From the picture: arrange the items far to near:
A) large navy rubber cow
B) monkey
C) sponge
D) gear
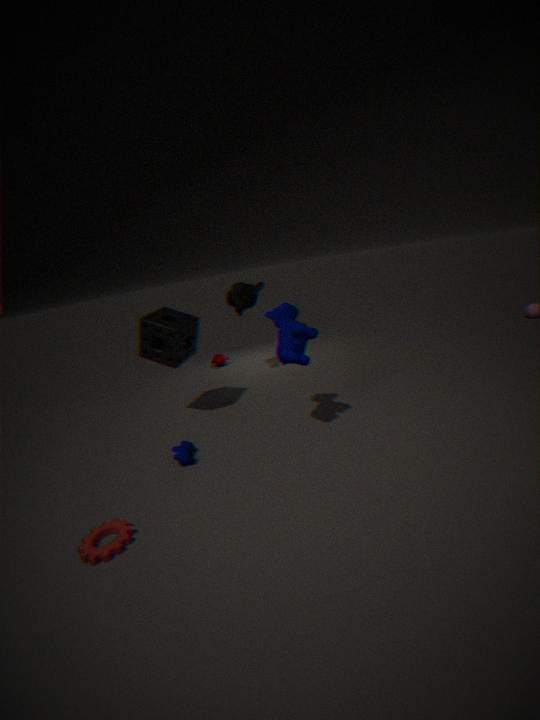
monkey, sponge, large navy rubber cow, gear
